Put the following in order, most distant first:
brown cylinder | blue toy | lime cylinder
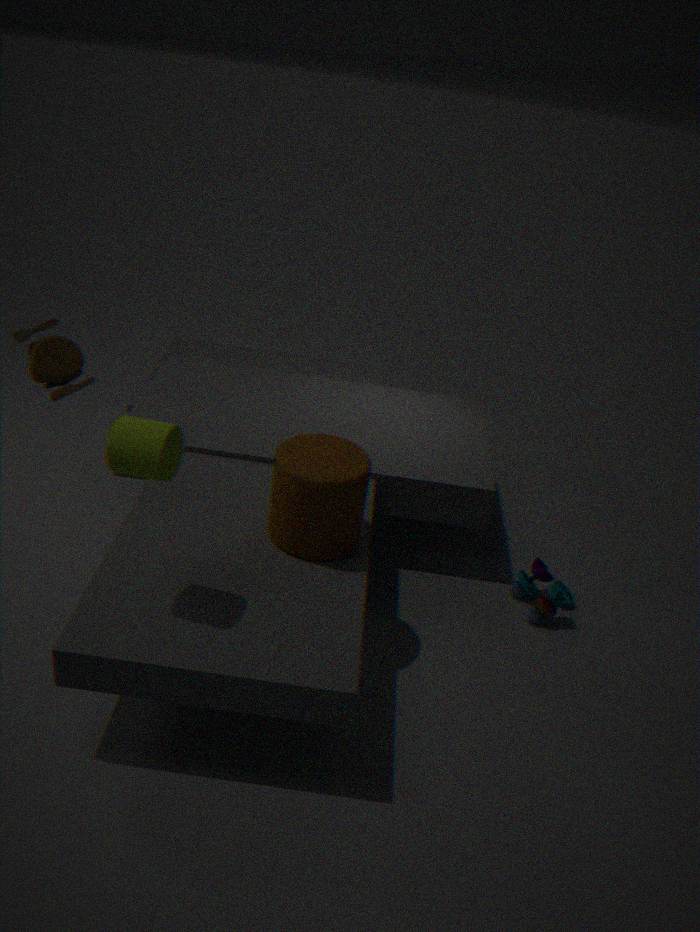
blue toy
brown cylinder
lime cylinder
